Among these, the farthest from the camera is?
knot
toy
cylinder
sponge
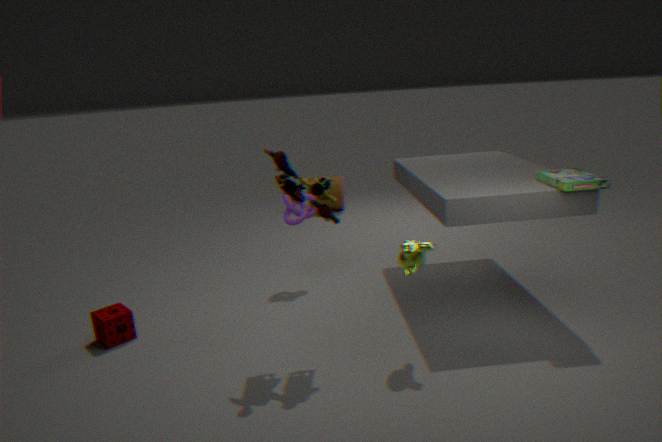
cylinder
